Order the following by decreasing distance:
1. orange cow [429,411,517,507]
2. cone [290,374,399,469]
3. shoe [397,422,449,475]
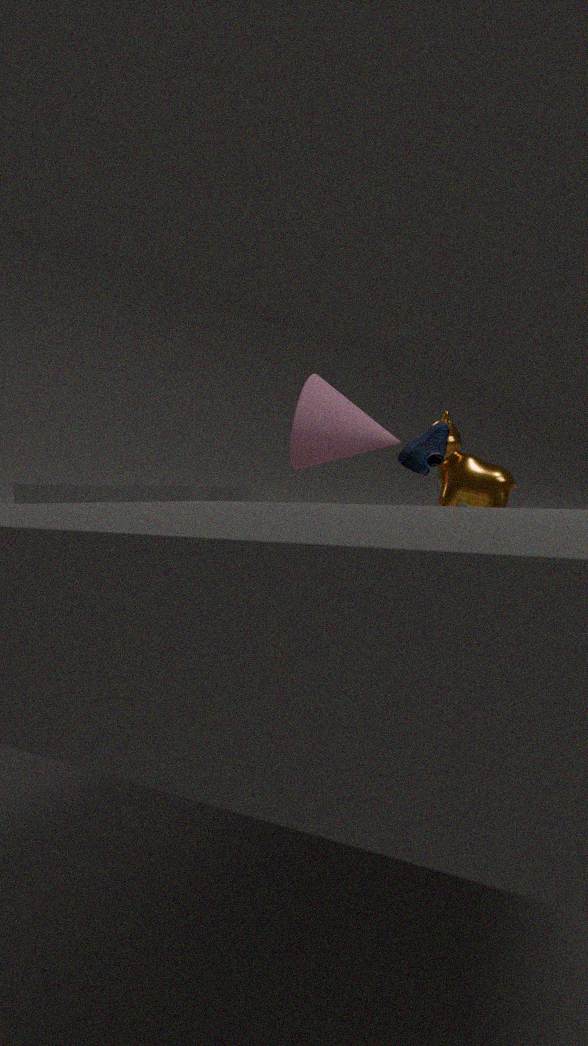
cone [290,374,399,469] < orange cow [429,411,517,507] < shoe [397,422,449,475]
